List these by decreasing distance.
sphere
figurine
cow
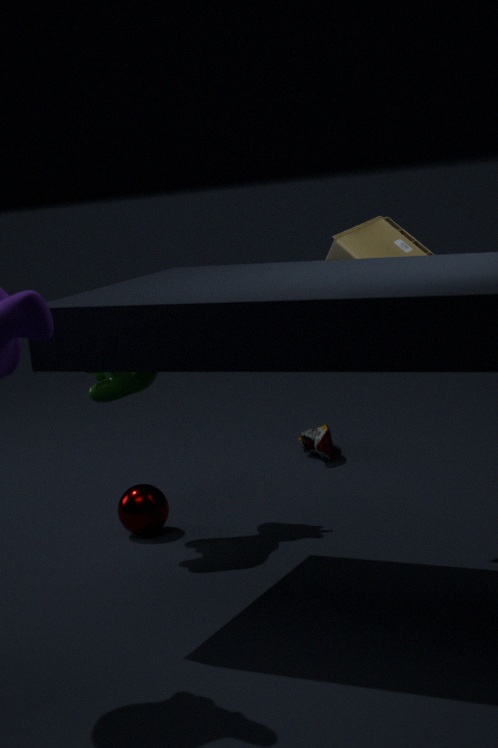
sphere < cow < figurine
